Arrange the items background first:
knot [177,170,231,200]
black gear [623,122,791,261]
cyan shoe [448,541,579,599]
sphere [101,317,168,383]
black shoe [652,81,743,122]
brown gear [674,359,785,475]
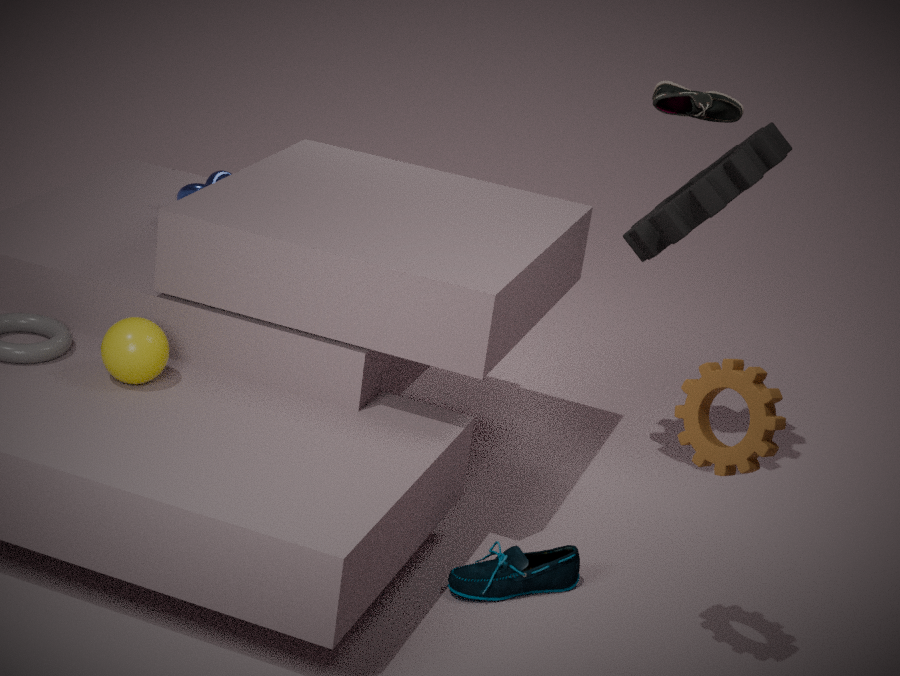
knot [177,170,231,200], black shoe [652,81,743,122], black gear [623,122,791,261], cyan shoe [448,541,579,599], sphere [101,317,168,383], brown gear [674,359,785,475]
